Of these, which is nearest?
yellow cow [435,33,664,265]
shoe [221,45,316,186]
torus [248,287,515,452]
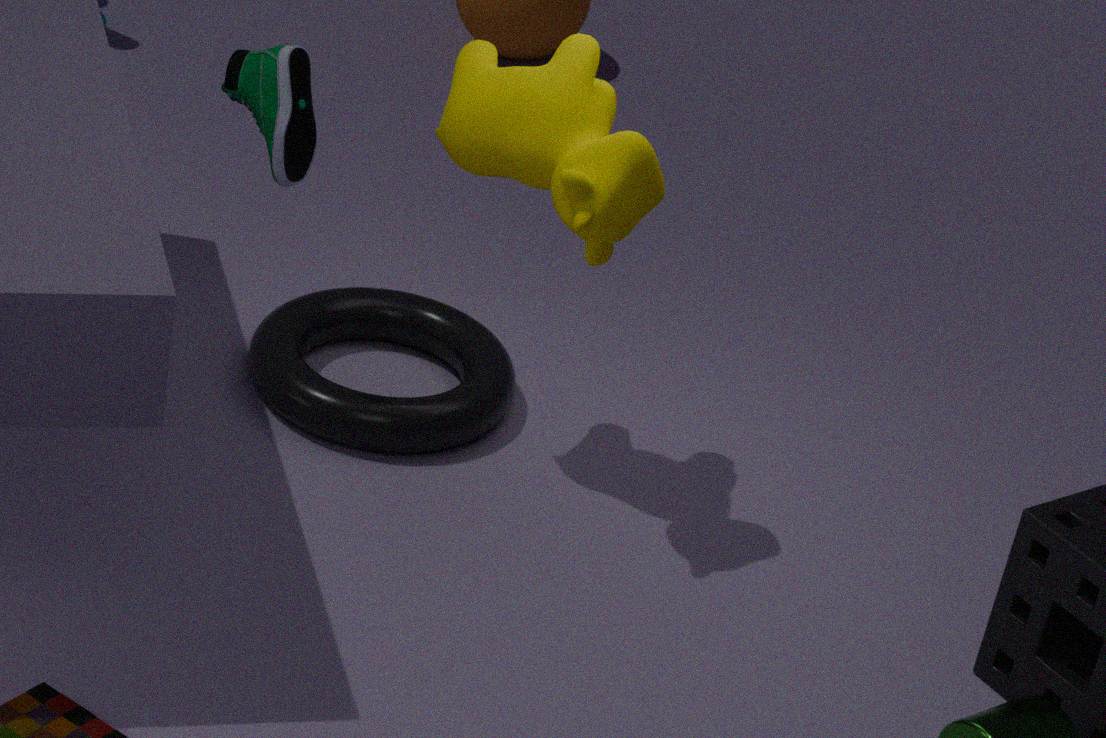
yellow cow [435,33,664,265]
